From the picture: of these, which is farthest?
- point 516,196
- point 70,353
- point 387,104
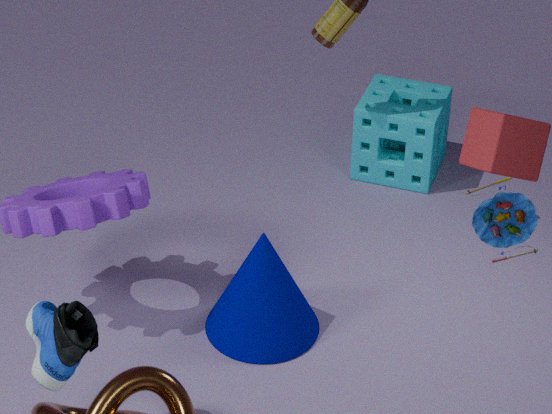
point 387,104
